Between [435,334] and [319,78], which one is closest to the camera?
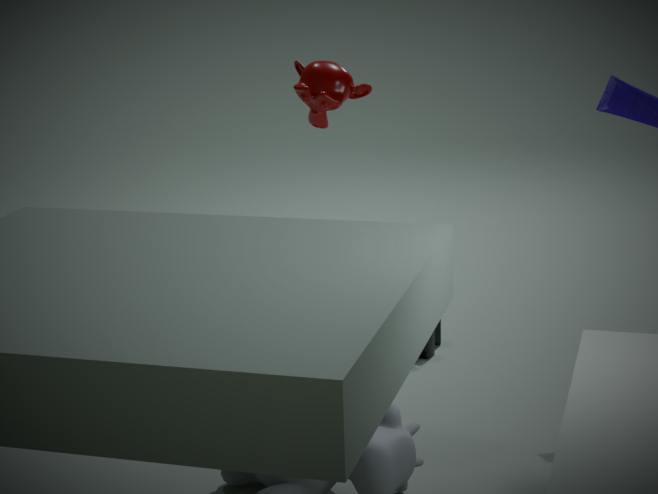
[319,78]
